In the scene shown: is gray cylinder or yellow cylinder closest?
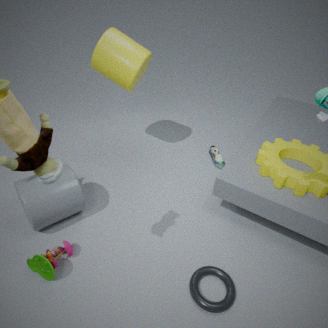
gray cylinder
